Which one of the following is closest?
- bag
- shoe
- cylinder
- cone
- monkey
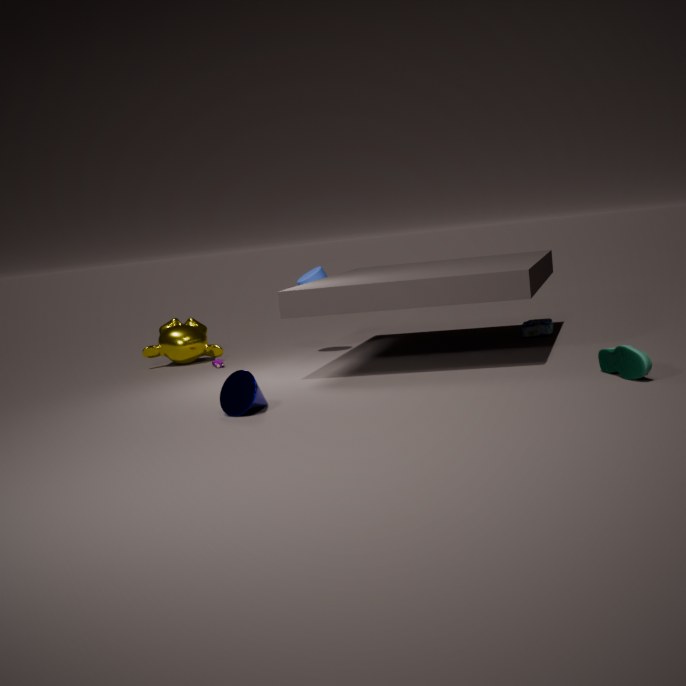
shoe
